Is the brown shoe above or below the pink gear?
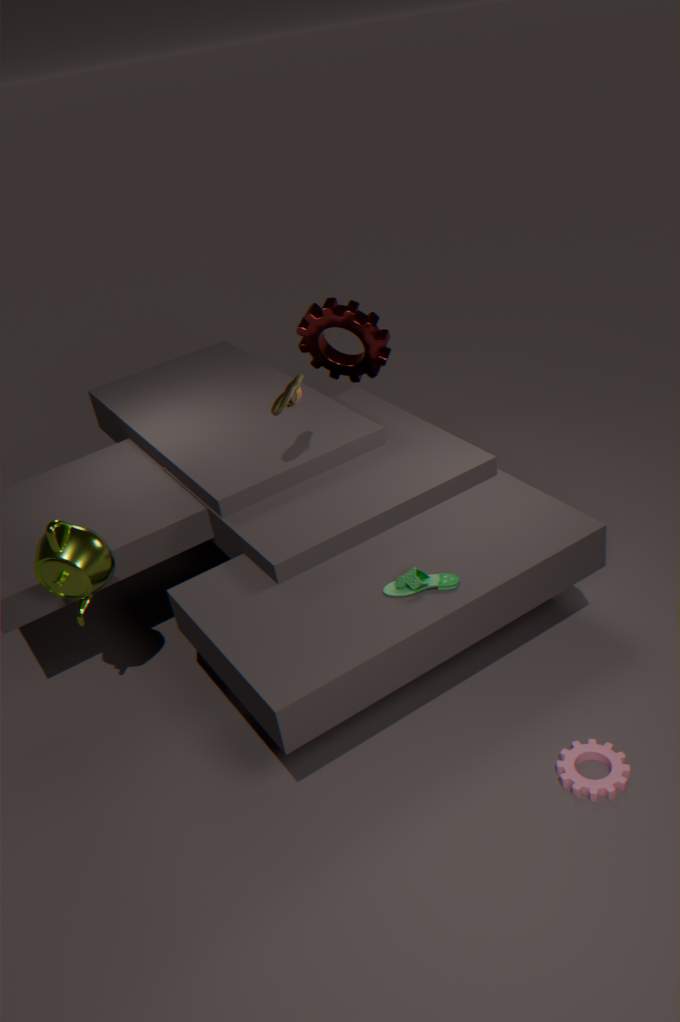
above
